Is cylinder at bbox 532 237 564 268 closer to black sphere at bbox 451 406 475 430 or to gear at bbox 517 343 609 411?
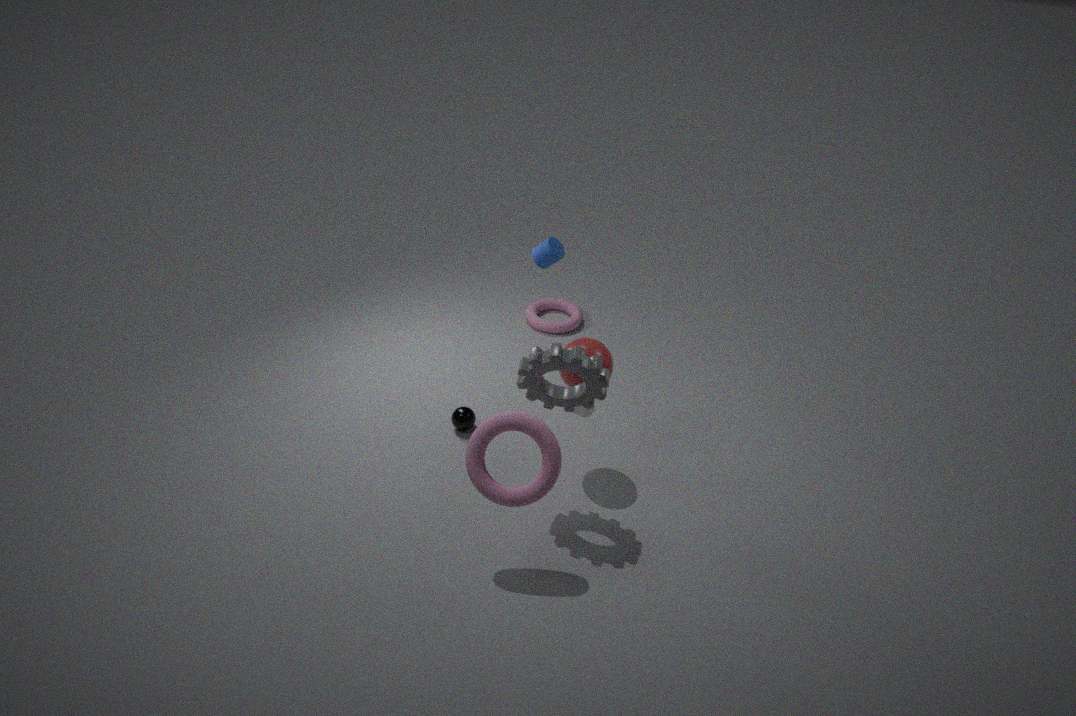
black sphere at bbox 451 406 475 430
